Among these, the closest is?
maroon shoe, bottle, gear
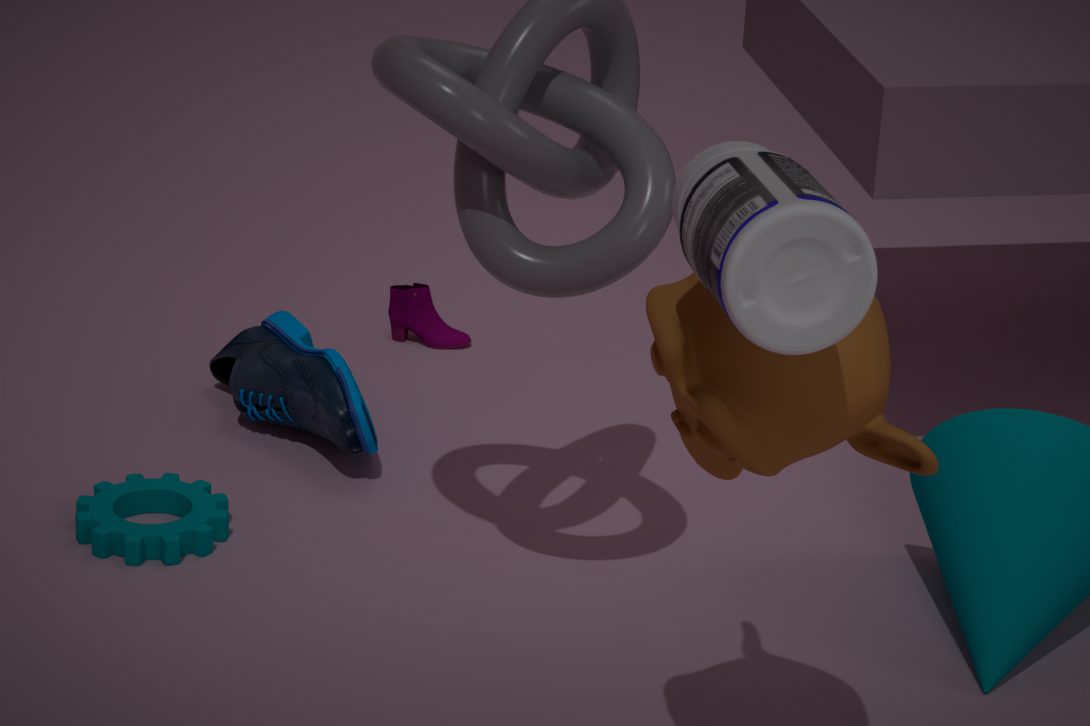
bottle
